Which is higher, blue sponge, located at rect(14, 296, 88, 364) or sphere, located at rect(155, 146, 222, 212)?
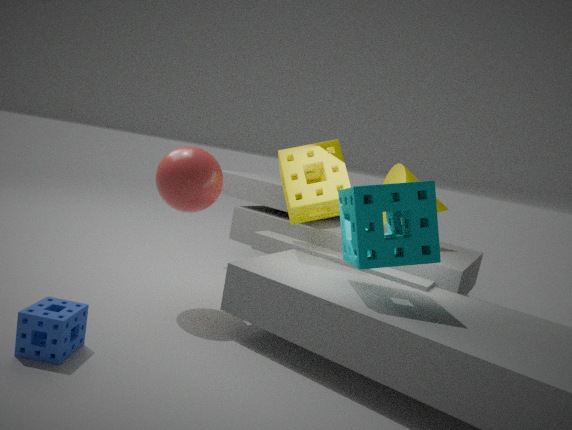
sphere, located at rect(155, 146, 222, 212)
